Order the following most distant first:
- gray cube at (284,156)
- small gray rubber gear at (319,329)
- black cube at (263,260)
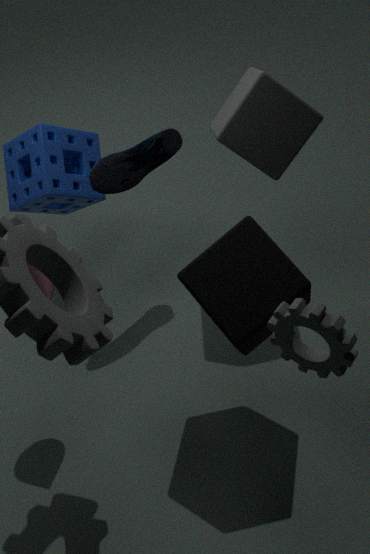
gray cube at (284,156)
black cube at (263,260)
small gray rubber gear at (319,329)
